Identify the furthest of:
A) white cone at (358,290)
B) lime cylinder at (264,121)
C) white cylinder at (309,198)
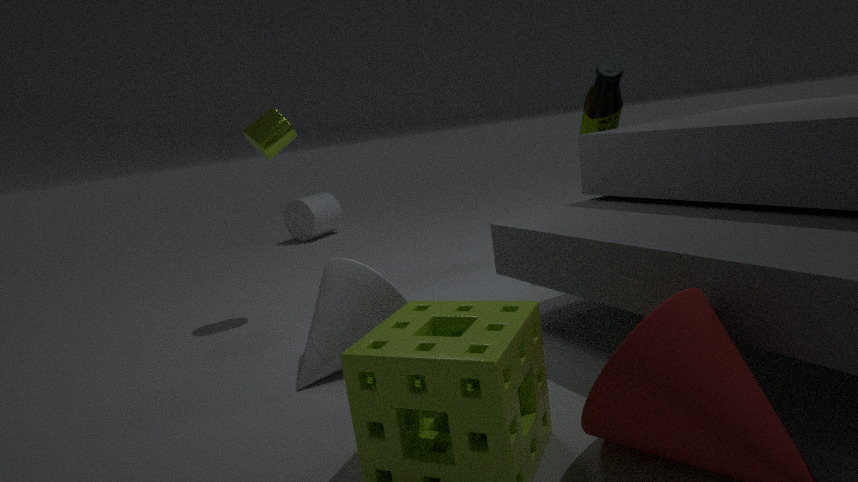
white cylinder at (309,198)
